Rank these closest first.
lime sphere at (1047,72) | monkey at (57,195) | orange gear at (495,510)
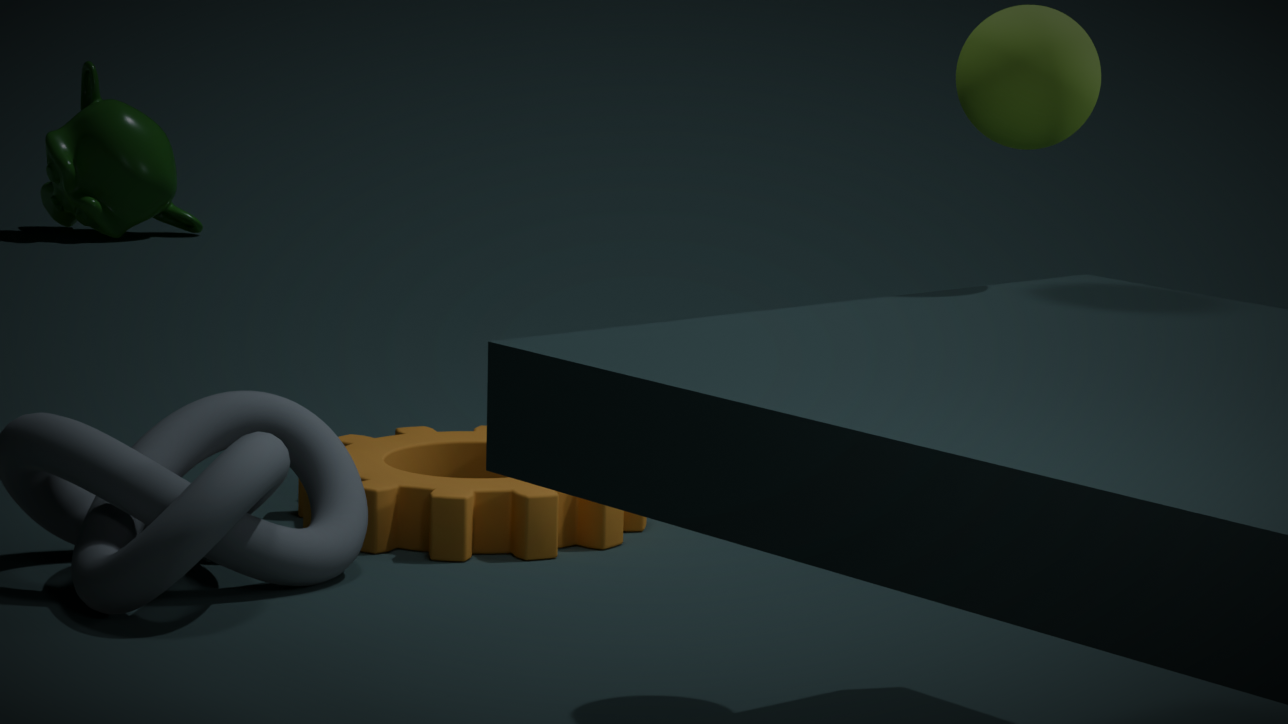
lime sphere at (1047,72) < orange gear at (495,510) < monkey at (57,195)
